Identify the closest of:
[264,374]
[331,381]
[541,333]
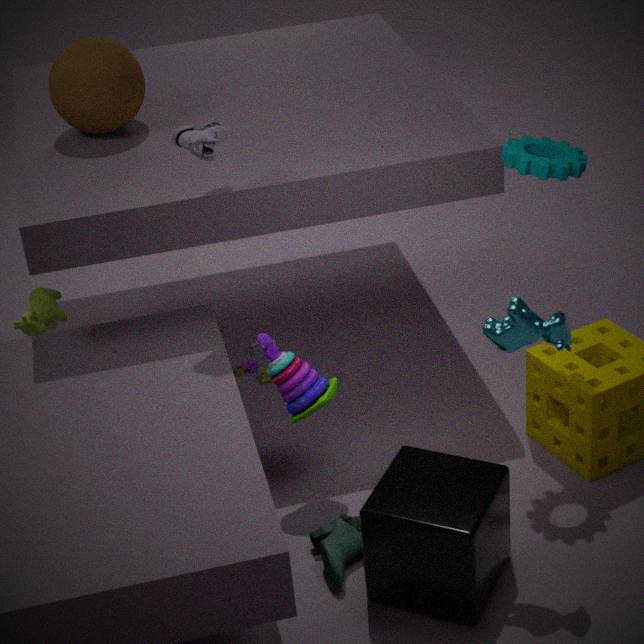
[541,333]
